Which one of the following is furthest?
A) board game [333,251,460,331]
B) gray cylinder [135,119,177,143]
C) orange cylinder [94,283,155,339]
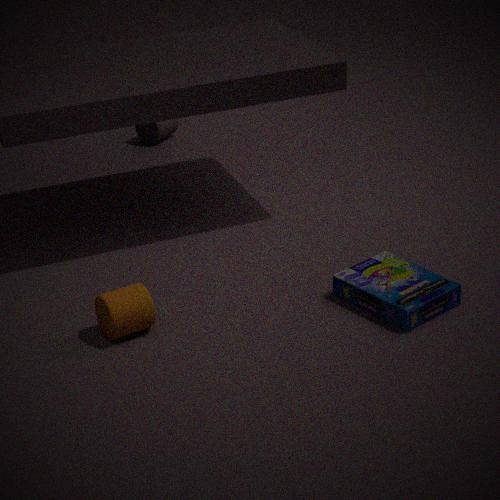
gray cylinder [135,119,177,143]
